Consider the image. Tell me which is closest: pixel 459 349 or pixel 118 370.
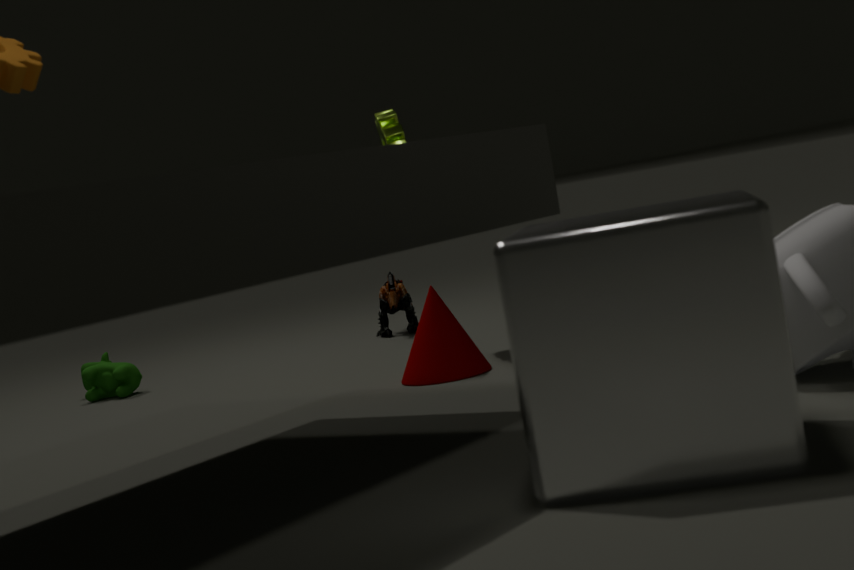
pixel 459 349
